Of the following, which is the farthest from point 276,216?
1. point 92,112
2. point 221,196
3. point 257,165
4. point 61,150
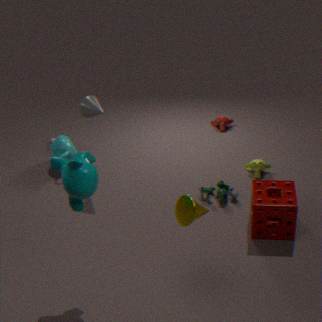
point 61,150
